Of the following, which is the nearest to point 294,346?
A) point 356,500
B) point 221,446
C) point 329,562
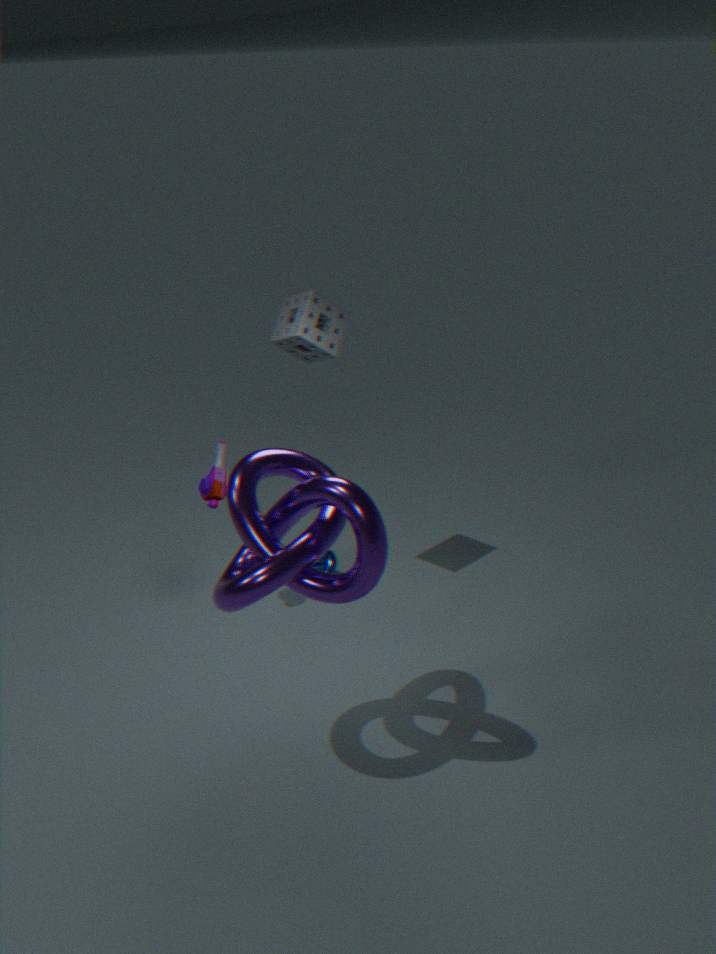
Result: point 221,446
